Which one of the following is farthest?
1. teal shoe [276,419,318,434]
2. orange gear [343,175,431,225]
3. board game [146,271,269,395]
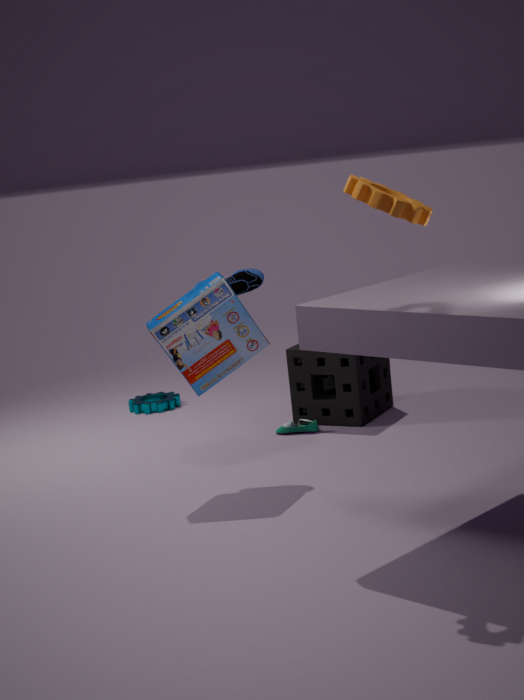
teal shoe [276,419,318,434]
